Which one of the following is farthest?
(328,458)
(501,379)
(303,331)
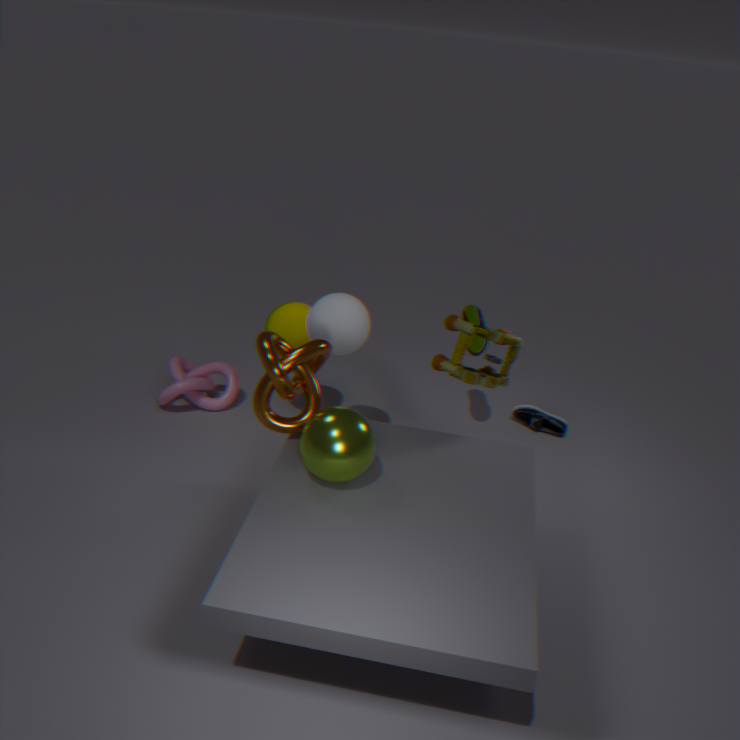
(303,331)
